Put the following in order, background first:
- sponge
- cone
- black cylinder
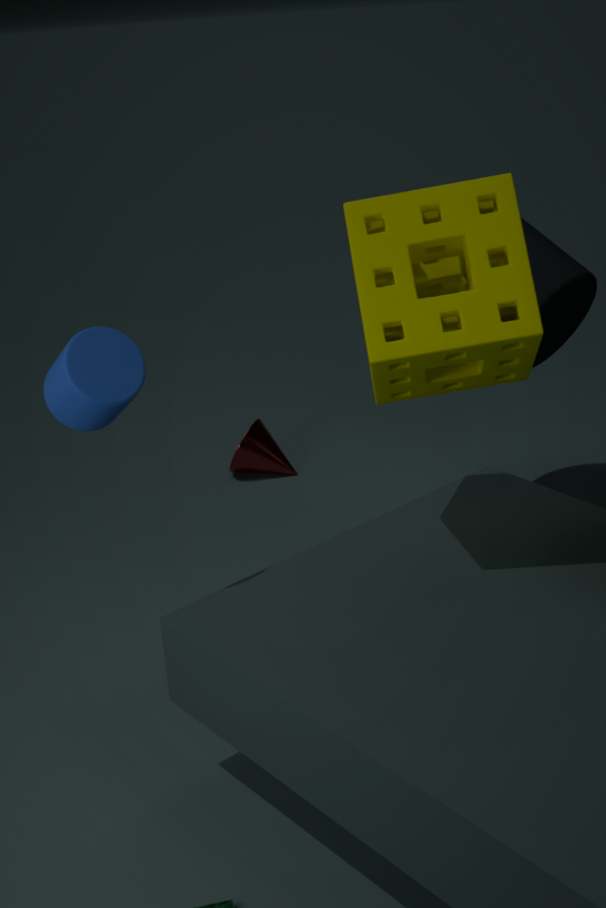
cone → black cylinder → sponge
